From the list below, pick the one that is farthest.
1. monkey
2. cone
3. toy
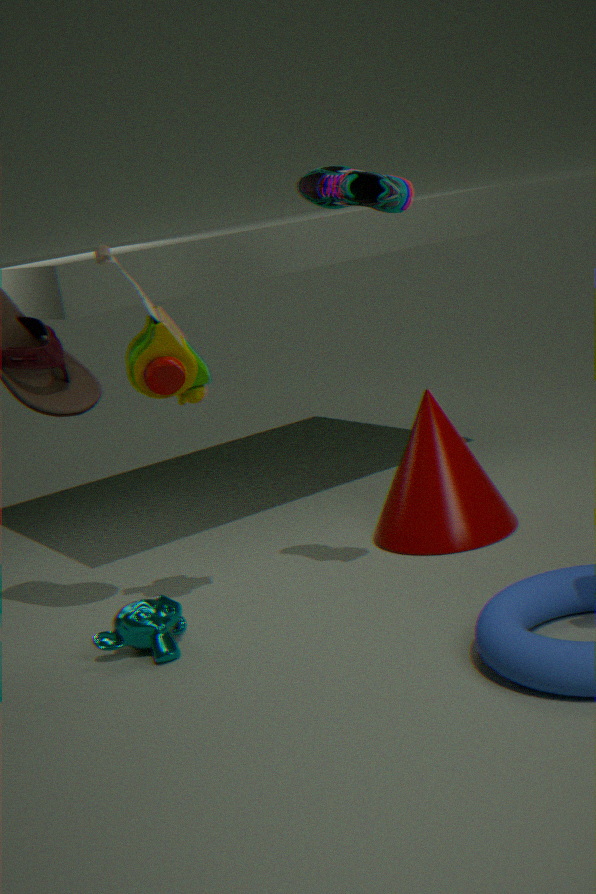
cone
